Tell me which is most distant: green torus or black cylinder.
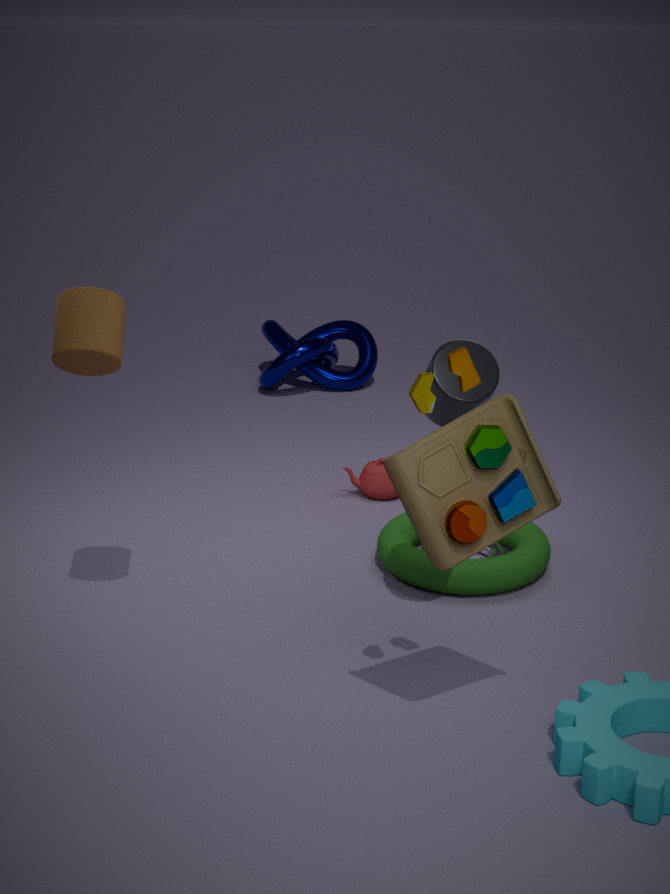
green torus
